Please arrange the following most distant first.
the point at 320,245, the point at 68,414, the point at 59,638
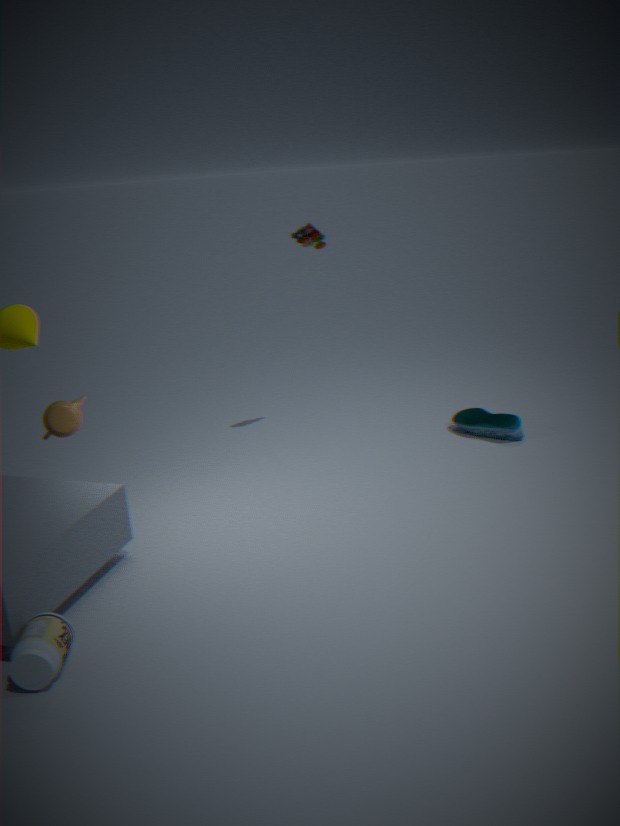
the point at 320,245 < the point at 68,414 < the point at 59,638
